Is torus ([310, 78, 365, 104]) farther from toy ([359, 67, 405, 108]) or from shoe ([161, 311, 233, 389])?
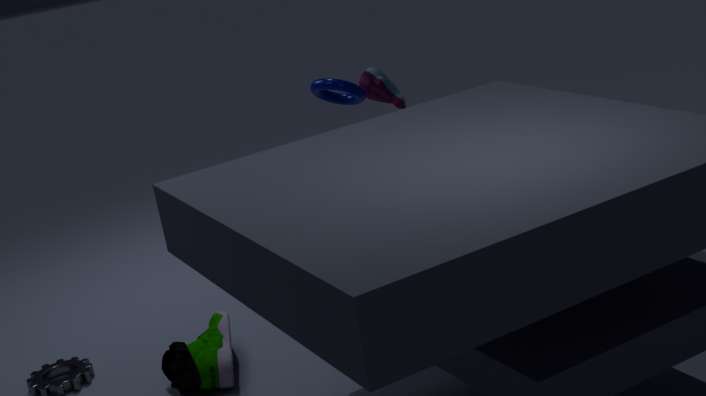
shoe ([161, 311, 233, 389])
